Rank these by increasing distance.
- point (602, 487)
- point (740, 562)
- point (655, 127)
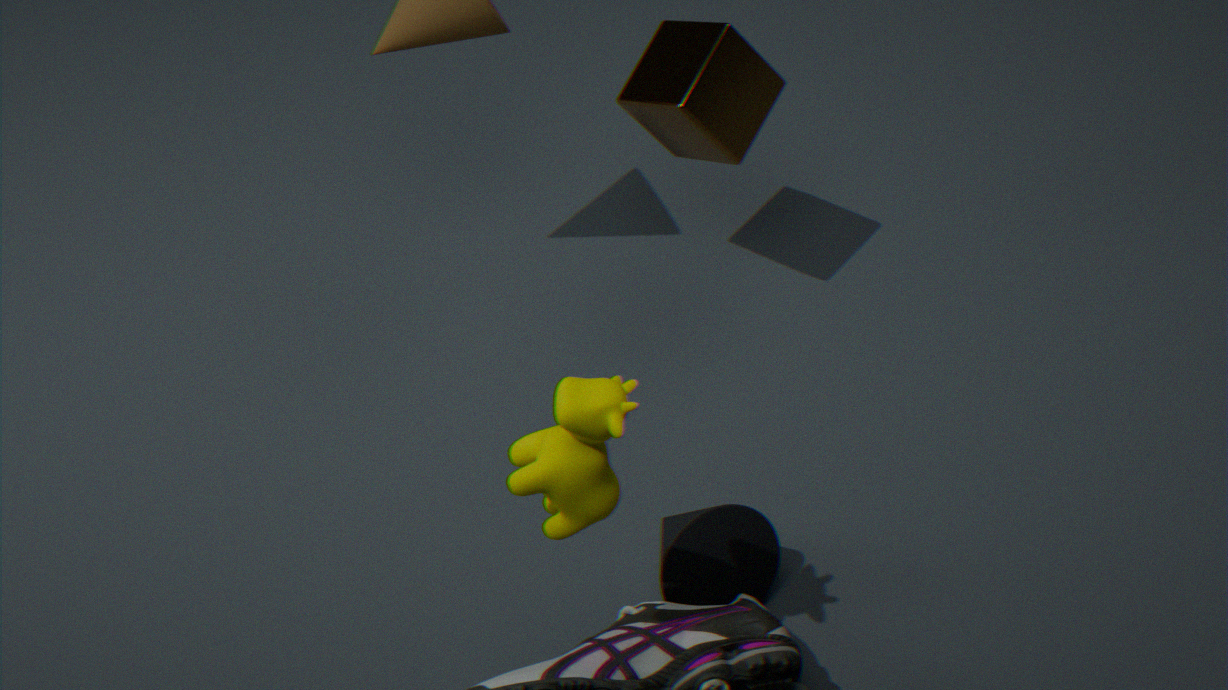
point (602, 487) < point (740, 562) < point (655, 127)
